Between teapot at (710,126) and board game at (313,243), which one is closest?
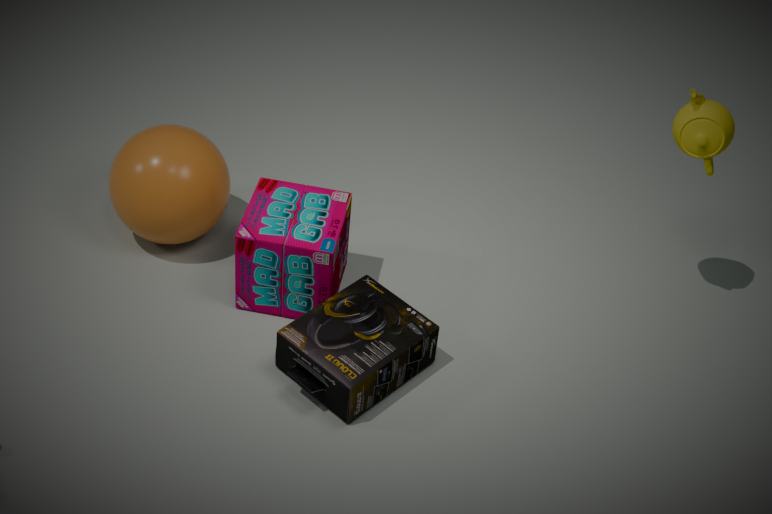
teapot at (710,126)
